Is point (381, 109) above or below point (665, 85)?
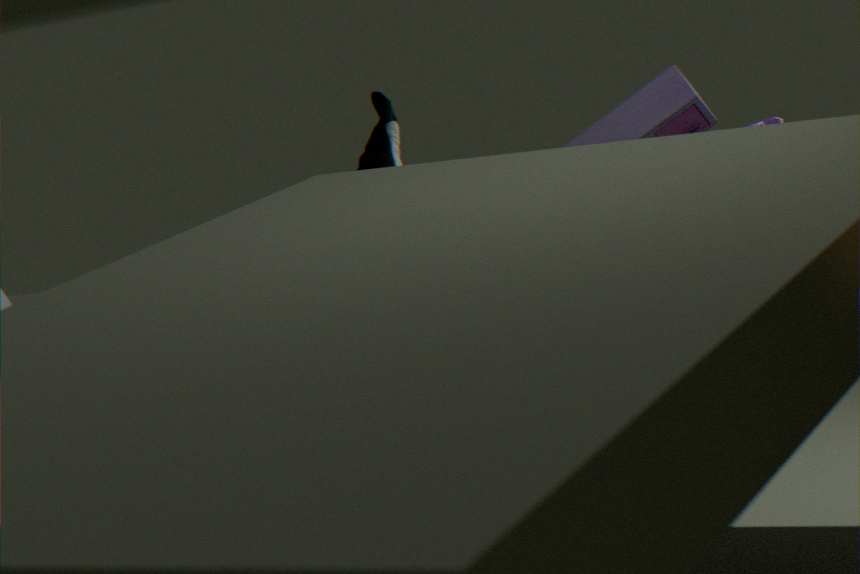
below
